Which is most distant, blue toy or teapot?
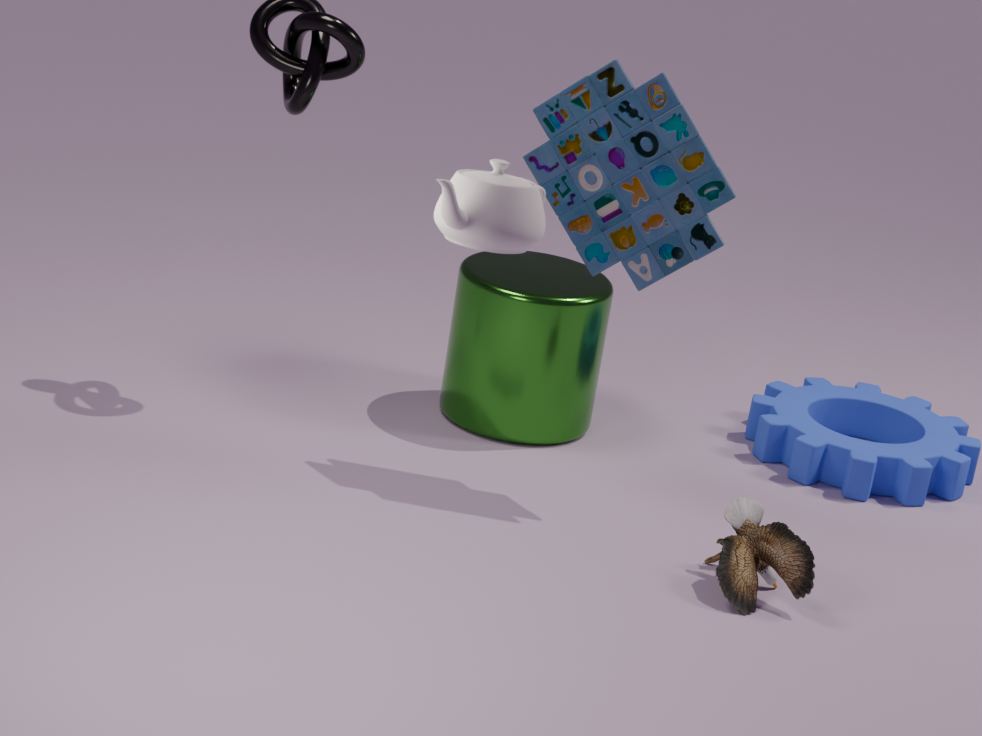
blue toy
